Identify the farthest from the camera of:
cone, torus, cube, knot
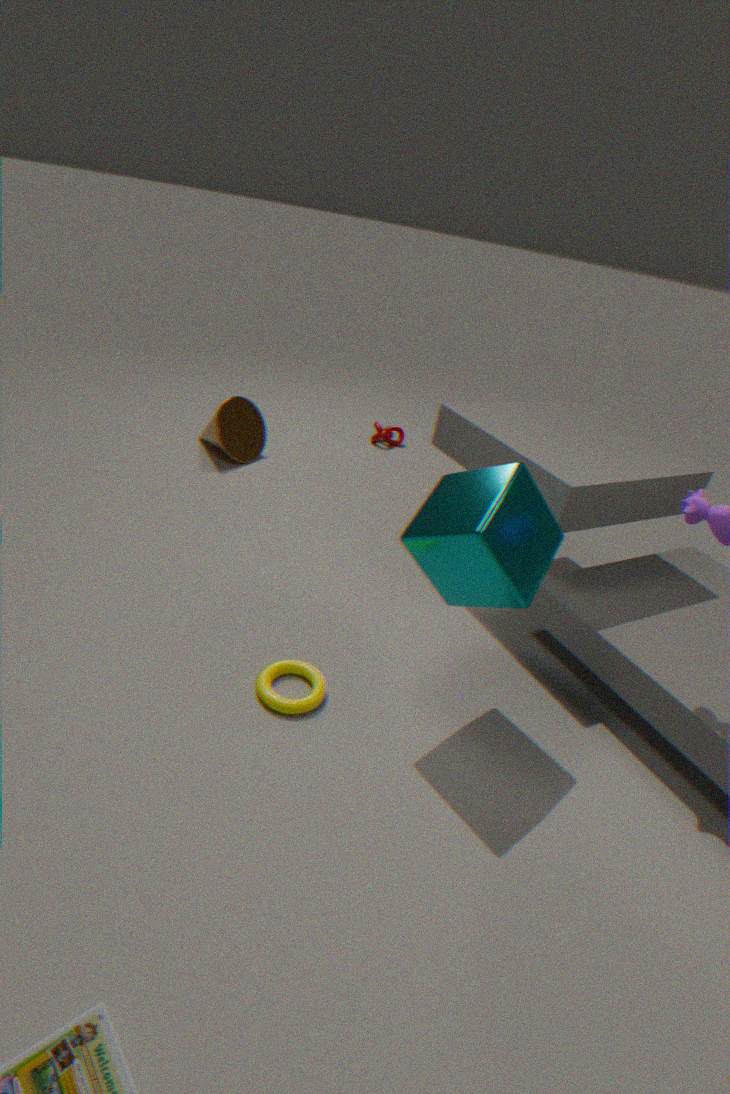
knot
